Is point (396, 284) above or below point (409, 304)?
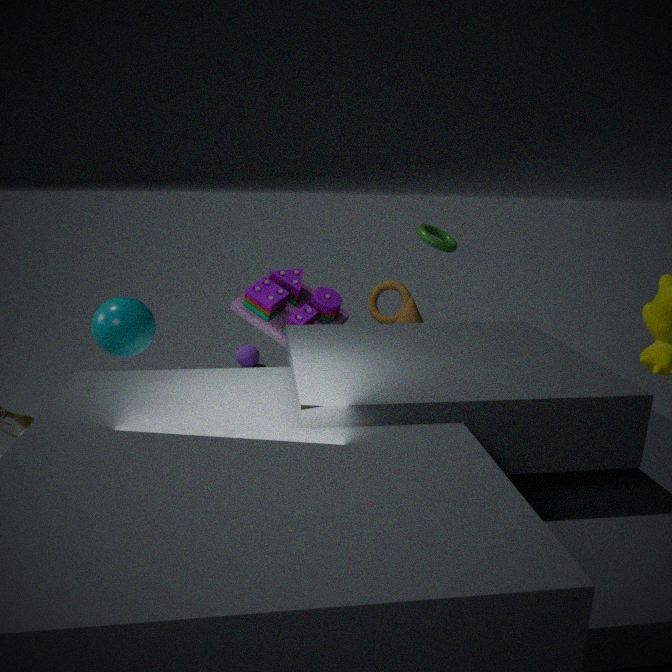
above
